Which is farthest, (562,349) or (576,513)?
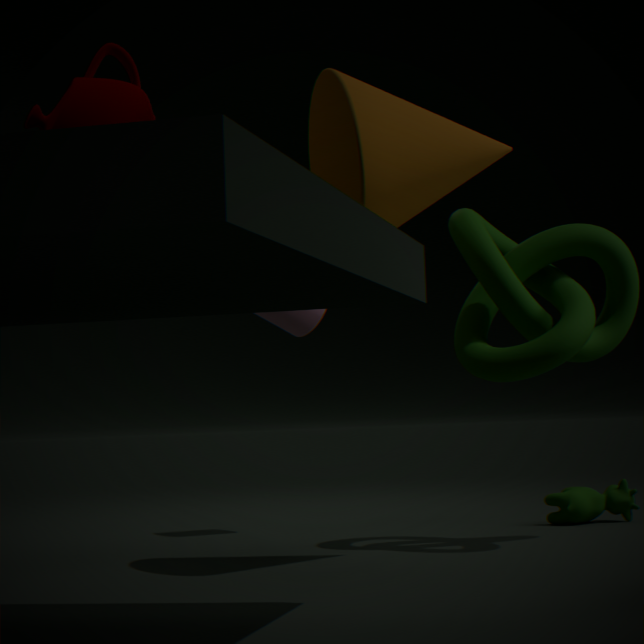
(576,513)
